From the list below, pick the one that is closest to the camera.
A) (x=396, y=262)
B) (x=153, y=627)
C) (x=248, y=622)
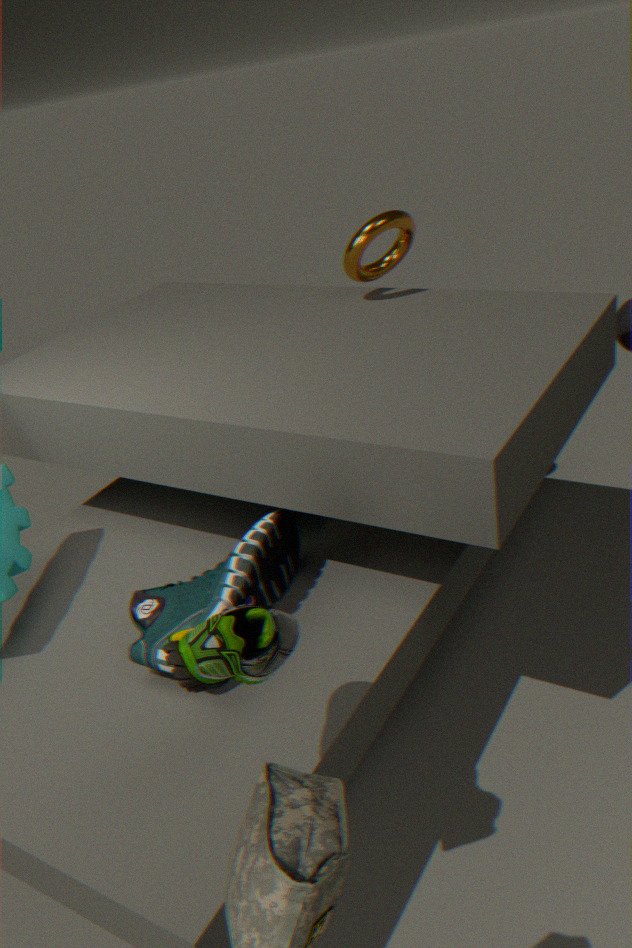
(x=248, y=622)
